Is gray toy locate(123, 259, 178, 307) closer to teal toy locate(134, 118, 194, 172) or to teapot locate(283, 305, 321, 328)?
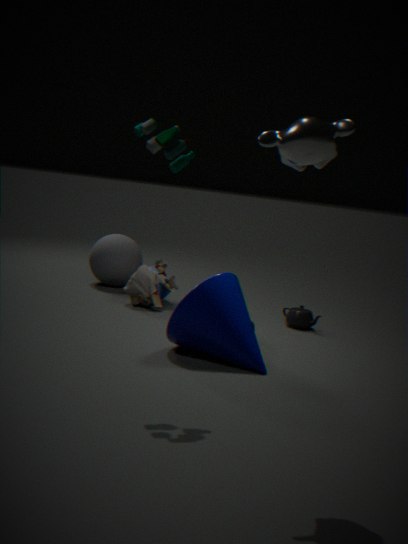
teapot locate(283, 305, 321, 328)
